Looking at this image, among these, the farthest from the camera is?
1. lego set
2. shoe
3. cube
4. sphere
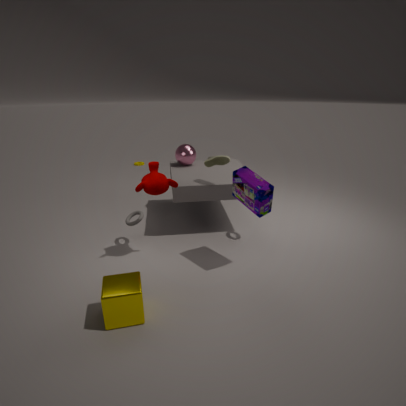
sphere
